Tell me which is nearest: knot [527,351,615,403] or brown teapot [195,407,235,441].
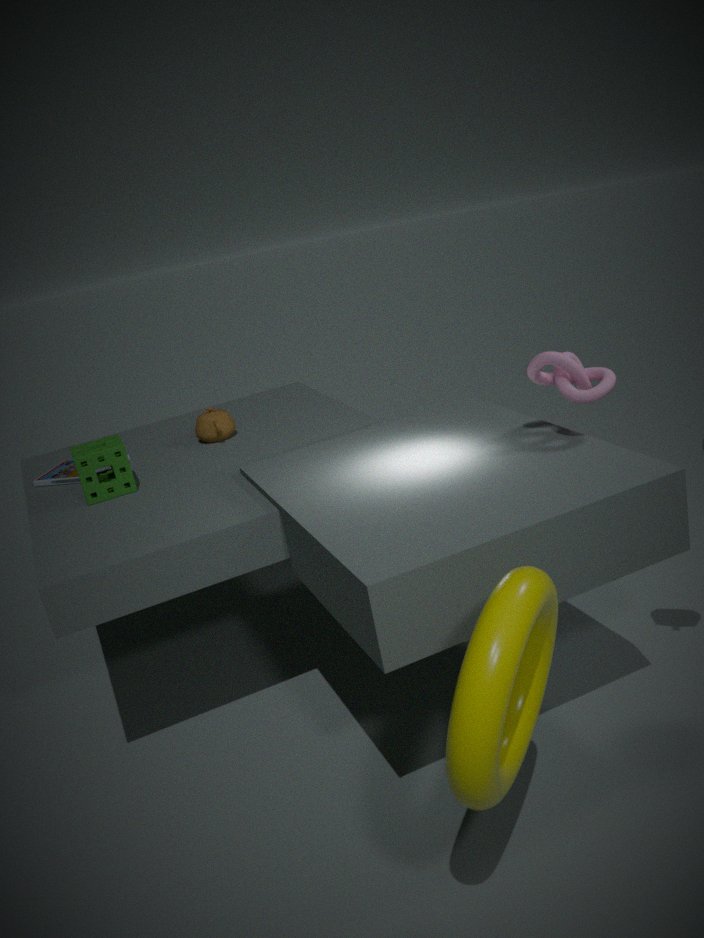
knot [527,351,615,403]
